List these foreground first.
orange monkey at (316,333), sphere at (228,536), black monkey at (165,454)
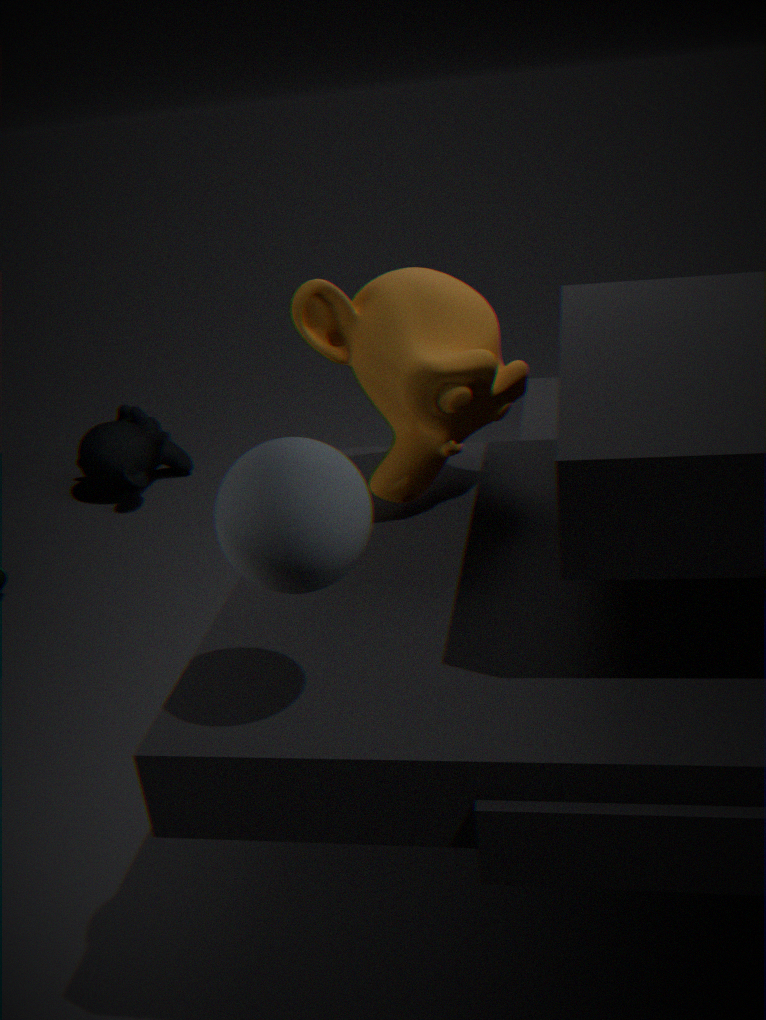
sphere at (228,536) < orange monkey at (316,333) < black monkey at (165,454)
